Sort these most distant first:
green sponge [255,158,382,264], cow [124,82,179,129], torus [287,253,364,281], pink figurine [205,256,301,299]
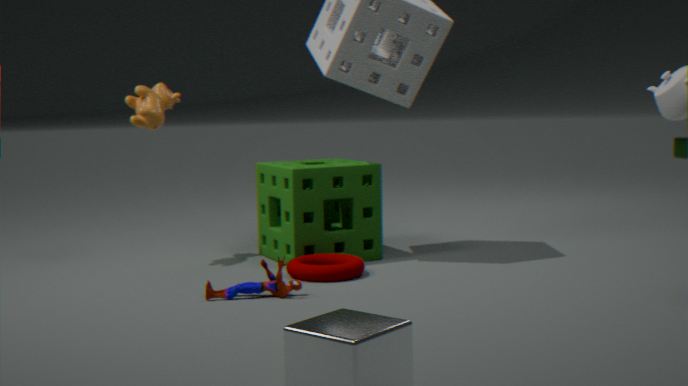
cow [124,82,179,129], green sponge [255,158,382,264], torus [287,253,364,281], pink figurine [205,256,301,299]
